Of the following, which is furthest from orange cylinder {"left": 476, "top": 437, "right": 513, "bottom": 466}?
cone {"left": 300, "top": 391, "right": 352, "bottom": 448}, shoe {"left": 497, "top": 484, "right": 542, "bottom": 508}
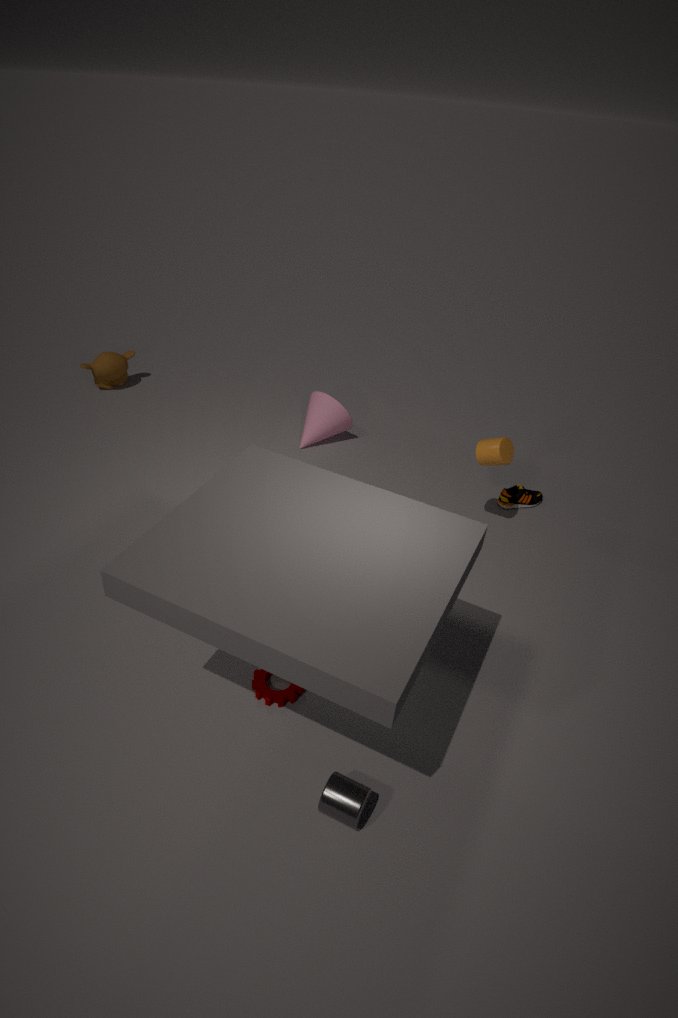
cone {"left": 300, "top": 391, "right": 352, "bottom": 448}
